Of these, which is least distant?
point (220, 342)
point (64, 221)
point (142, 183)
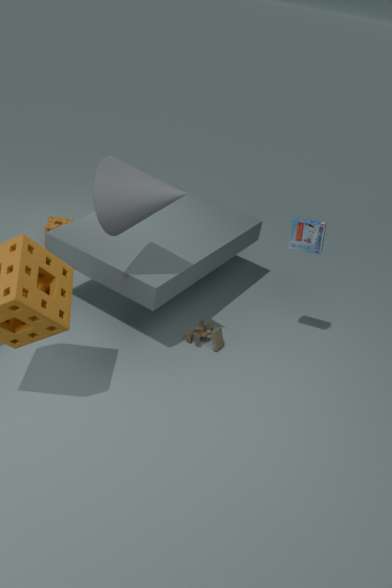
point (142, 183)
